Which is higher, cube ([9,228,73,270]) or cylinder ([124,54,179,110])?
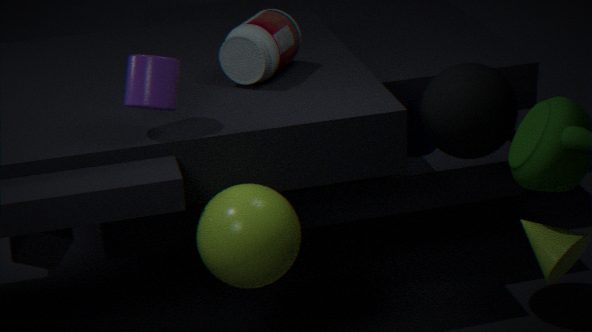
cylinder ([124,54,179,110])
